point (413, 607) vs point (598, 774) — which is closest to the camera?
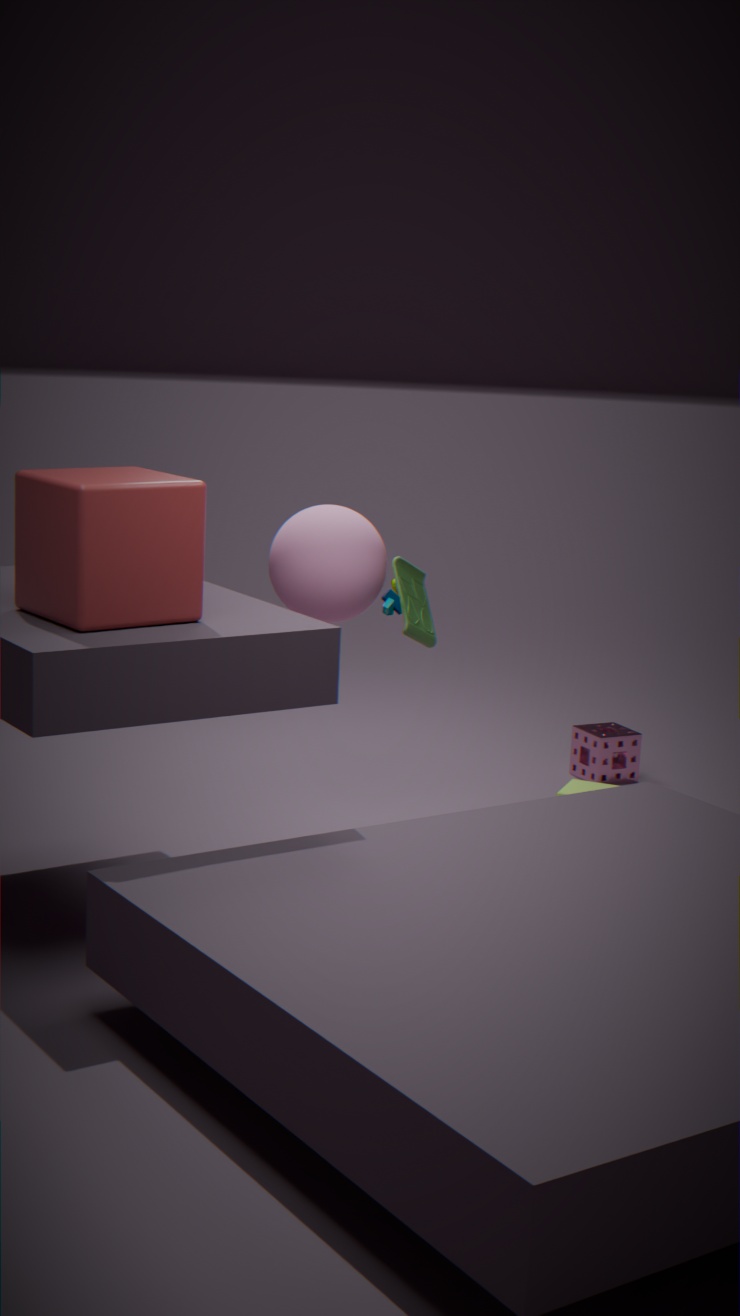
point (413, 607)
